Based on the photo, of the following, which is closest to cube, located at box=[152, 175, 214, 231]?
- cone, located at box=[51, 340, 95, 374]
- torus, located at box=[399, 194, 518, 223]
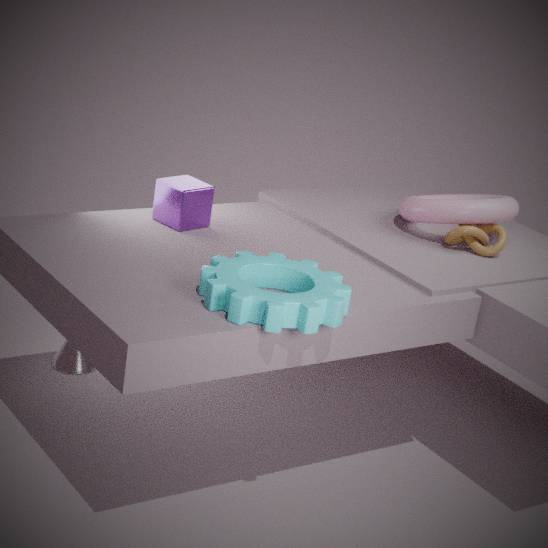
cone, located at box=[51, 340, 95, 374]
